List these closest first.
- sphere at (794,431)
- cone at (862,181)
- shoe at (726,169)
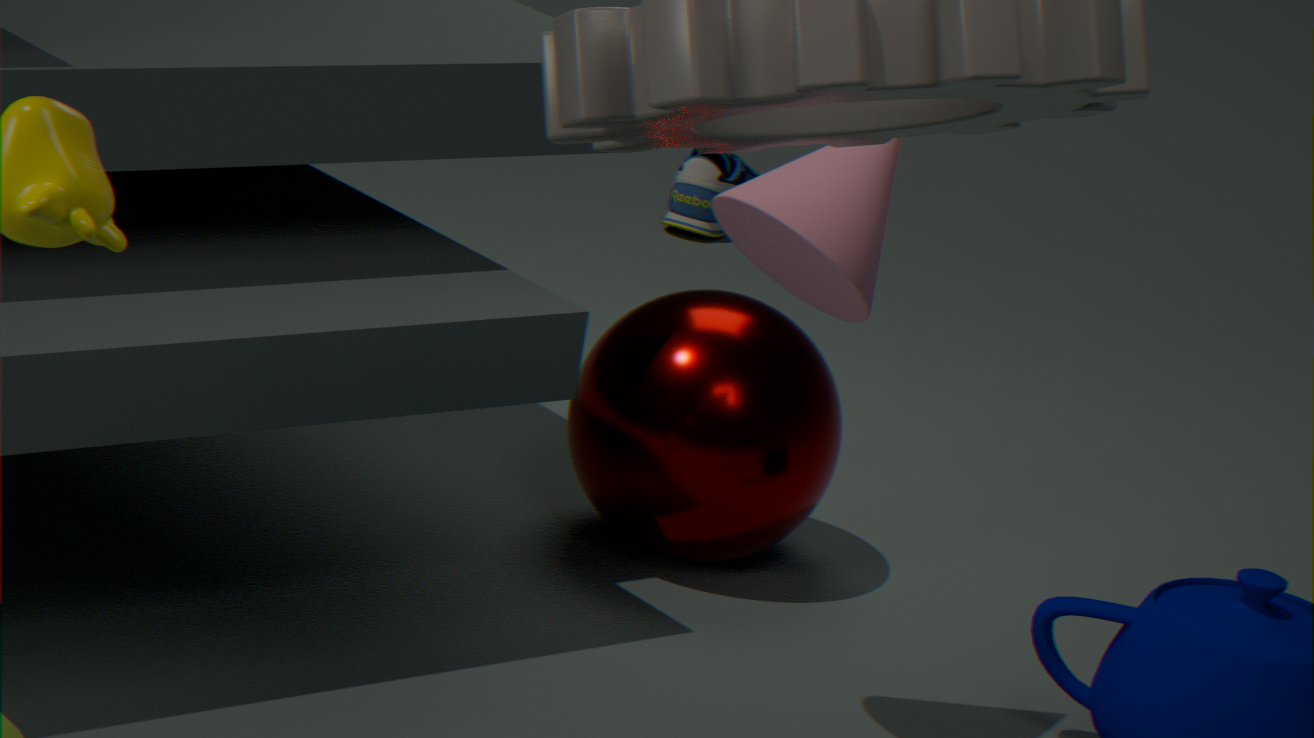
cone at (862,181)
sphere at (794,431)
shoe at (726,169)
